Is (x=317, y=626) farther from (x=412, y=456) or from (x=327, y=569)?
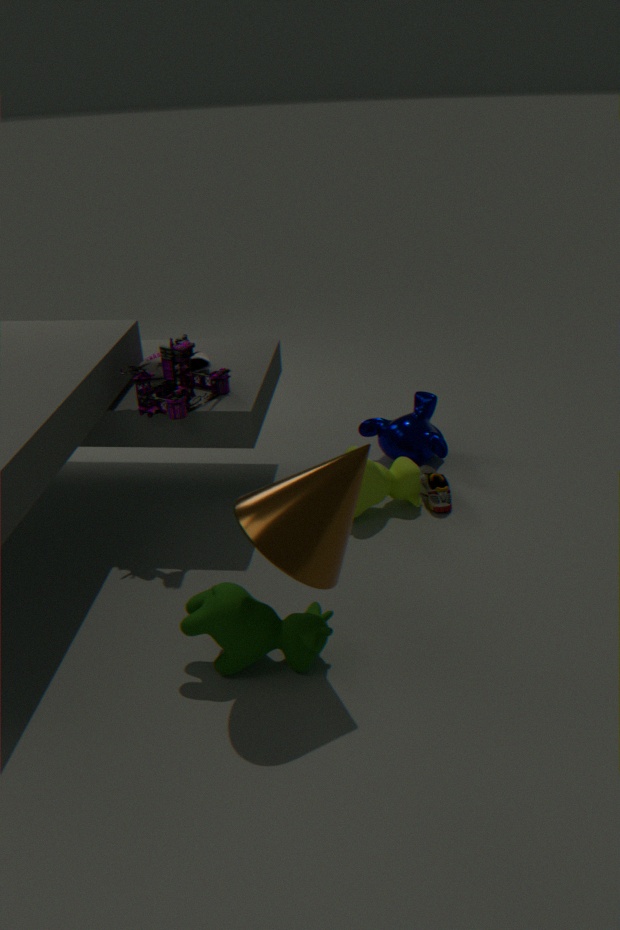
(x=412, y=456)
